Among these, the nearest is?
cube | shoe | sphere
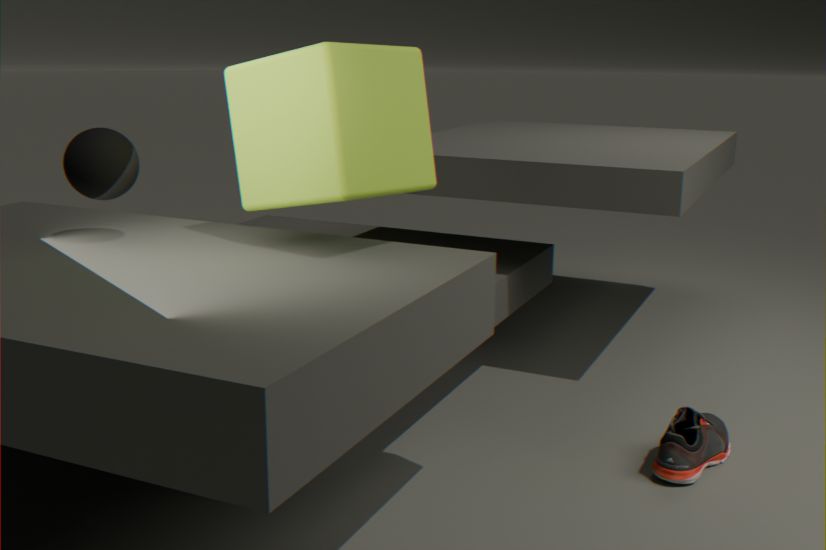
cube
